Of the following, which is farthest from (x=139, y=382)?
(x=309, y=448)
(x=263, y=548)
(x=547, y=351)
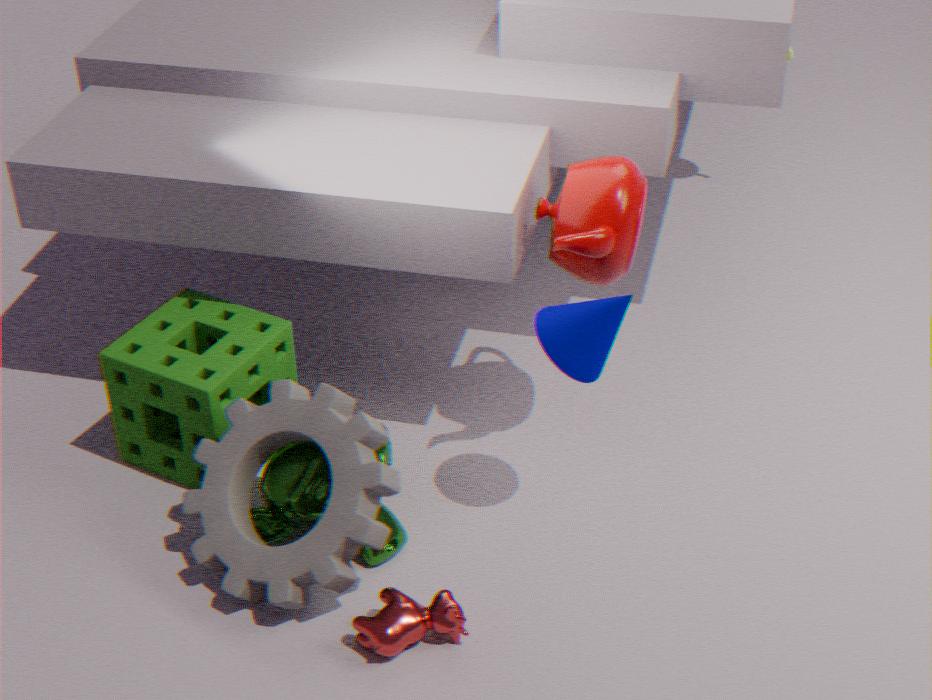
(x=547, y=351)
